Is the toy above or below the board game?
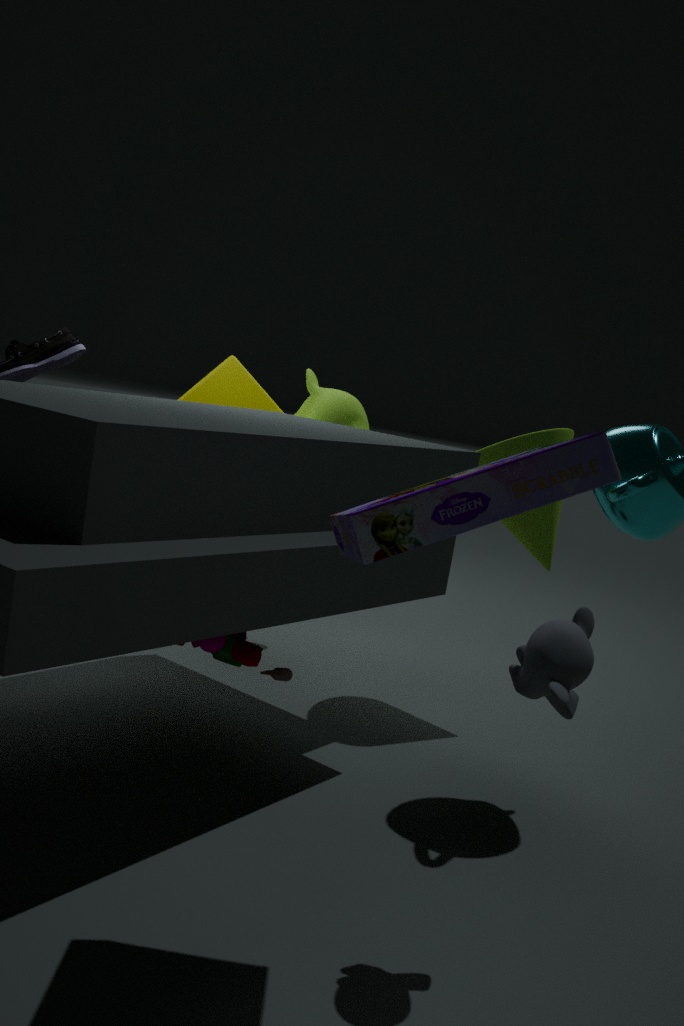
below
